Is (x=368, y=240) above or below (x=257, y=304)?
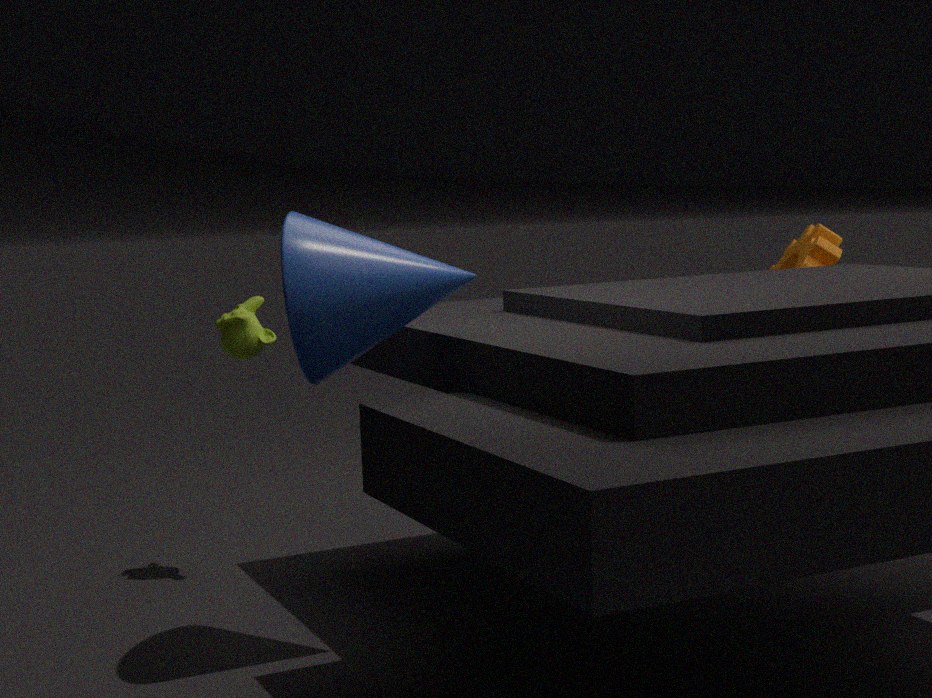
above
